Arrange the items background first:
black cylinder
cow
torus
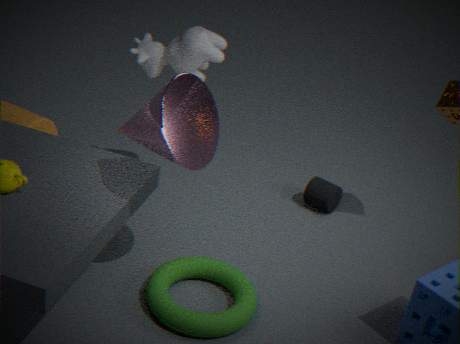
black cylinder → cow → torus
